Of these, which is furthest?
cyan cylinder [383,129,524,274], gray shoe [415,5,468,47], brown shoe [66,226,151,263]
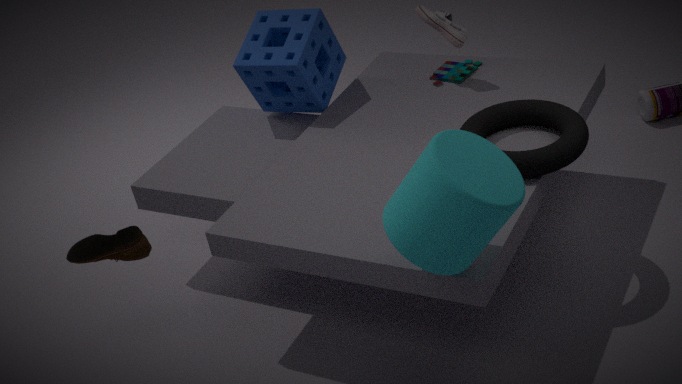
gray shoe [415,5,468,47]
